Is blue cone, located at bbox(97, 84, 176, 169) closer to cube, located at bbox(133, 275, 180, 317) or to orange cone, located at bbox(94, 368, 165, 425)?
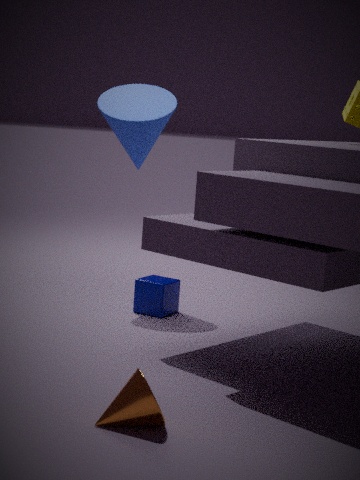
cube, located at bbox(133, 275, 180, 317)
